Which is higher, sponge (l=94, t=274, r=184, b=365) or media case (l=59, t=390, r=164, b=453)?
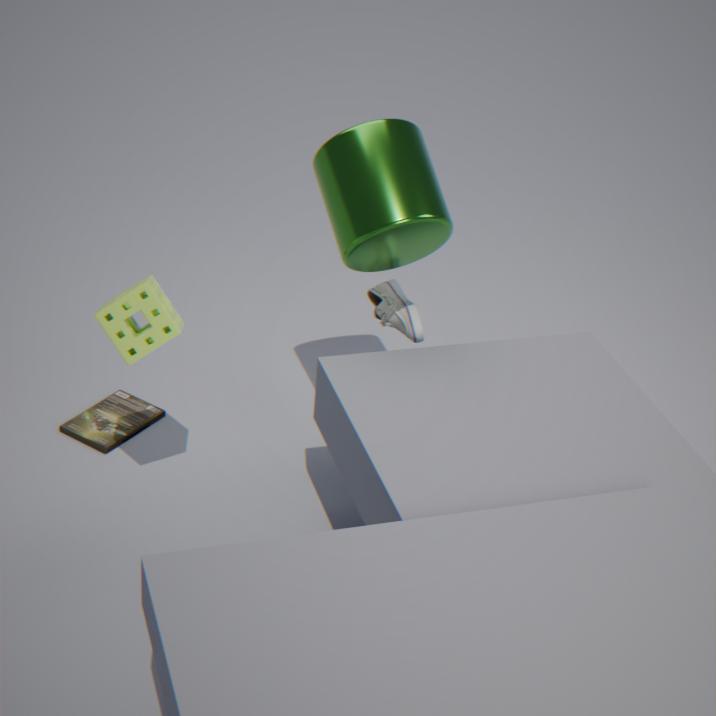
sponge (l=94, t=274, r=184, b=365)
